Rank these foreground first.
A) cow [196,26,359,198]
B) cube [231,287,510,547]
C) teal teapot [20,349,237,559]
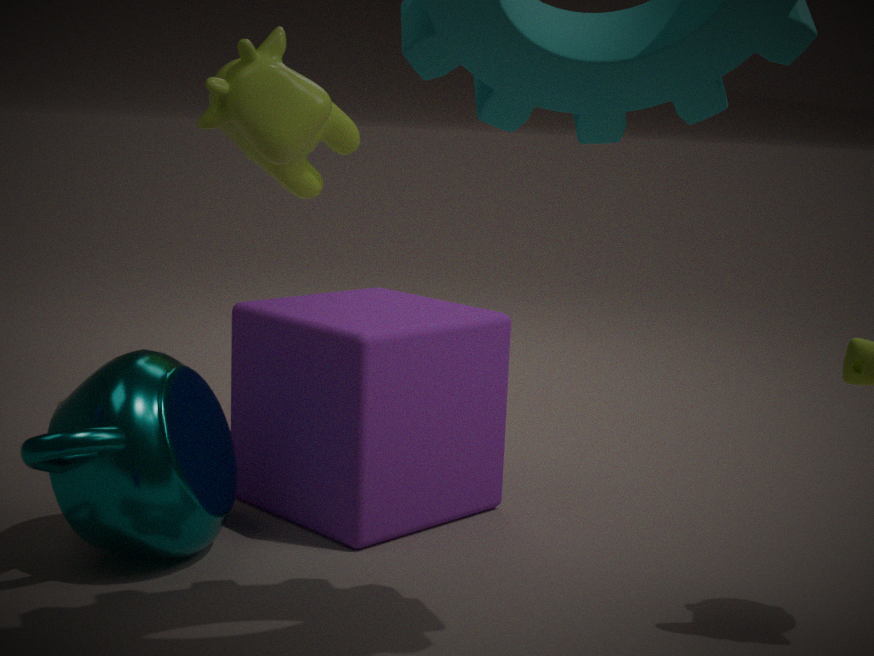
teal teapot [20,349,237,559], cube [231,287,510,547], cow [196,26,359,198]
